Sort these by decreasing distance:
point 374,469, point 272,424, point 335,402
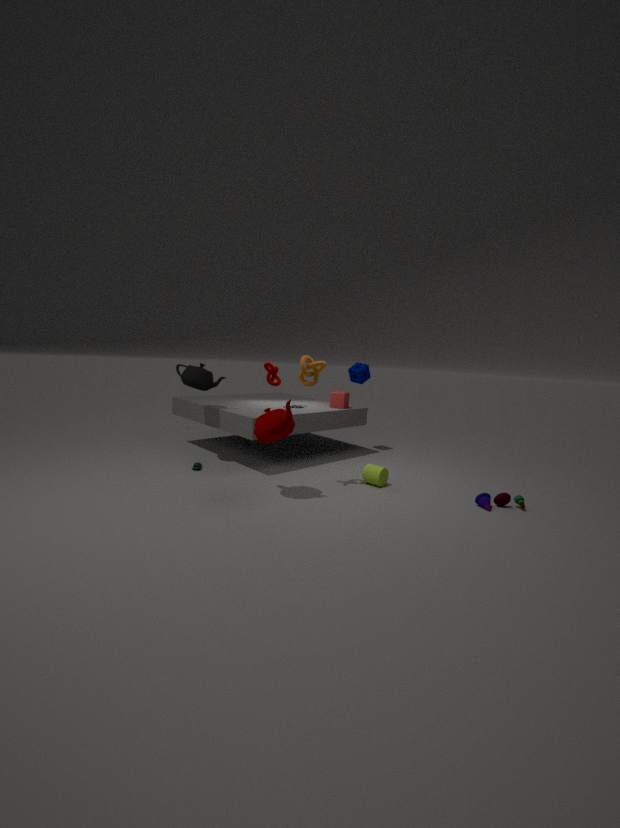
point 335,402, point 374,469, point 272,424
